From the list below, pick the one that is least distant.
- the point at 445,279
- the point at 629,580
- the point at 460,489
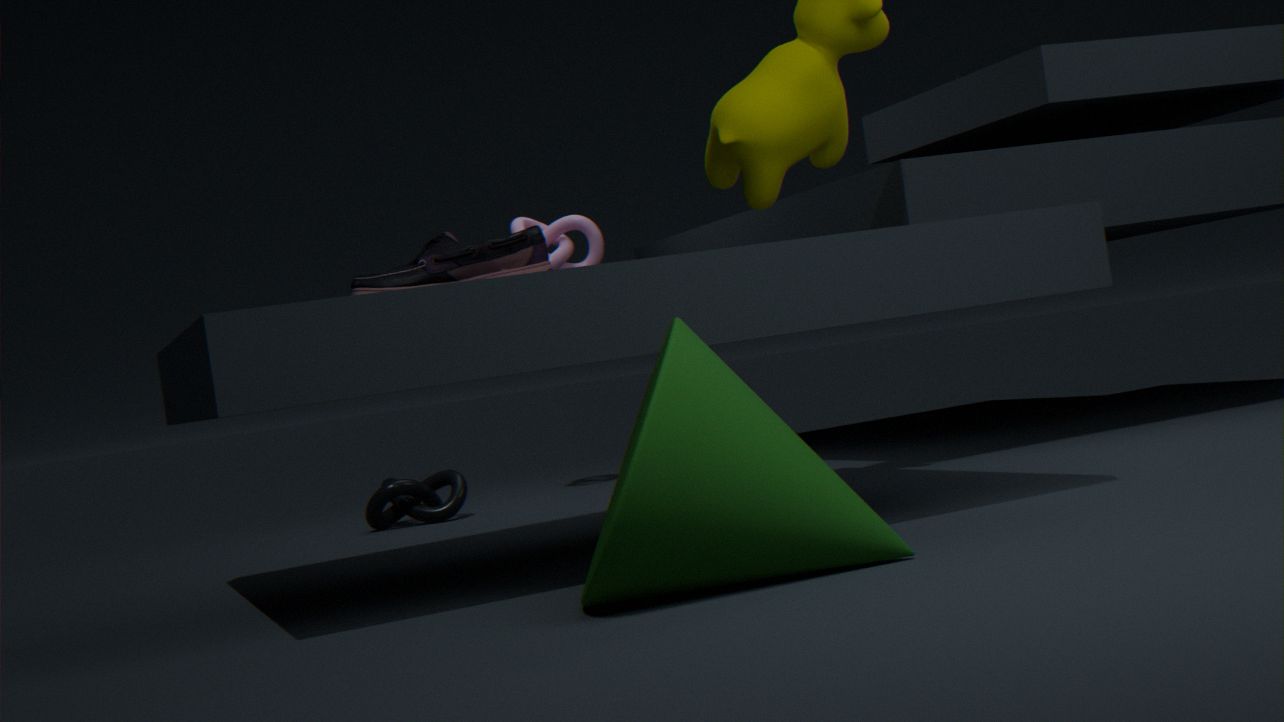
the point at 629,580
